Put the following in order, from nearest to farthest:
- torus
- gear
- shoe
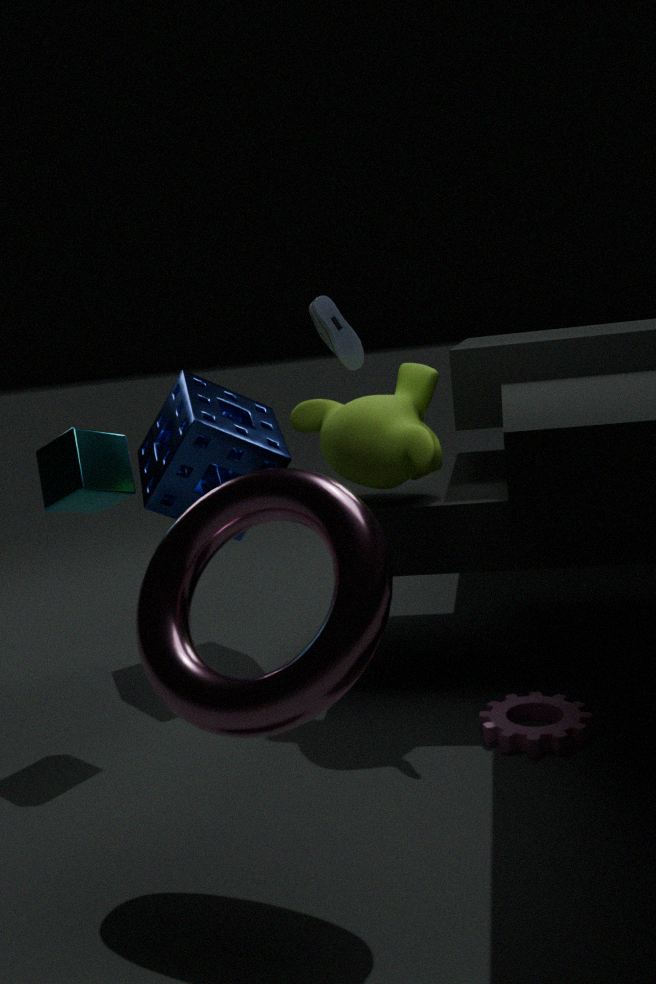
torus → gear → shoe
